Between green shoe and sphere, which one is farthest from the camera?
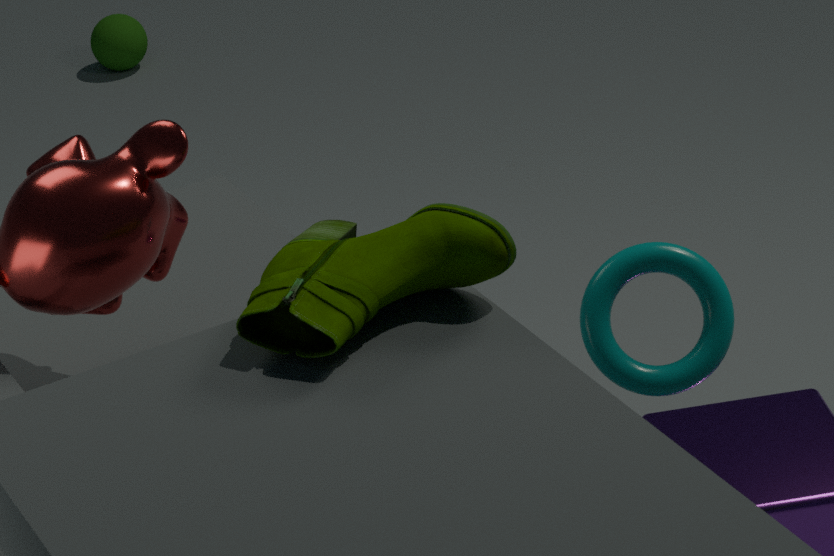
sphere
